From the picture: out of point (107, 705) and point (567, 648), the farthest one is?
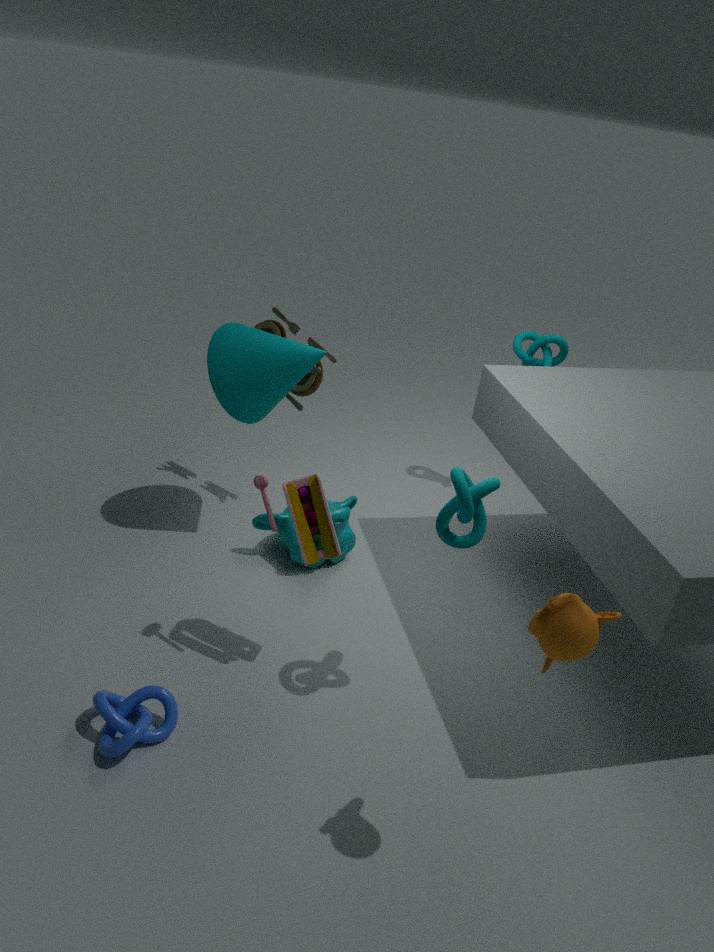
point (107, 705)
